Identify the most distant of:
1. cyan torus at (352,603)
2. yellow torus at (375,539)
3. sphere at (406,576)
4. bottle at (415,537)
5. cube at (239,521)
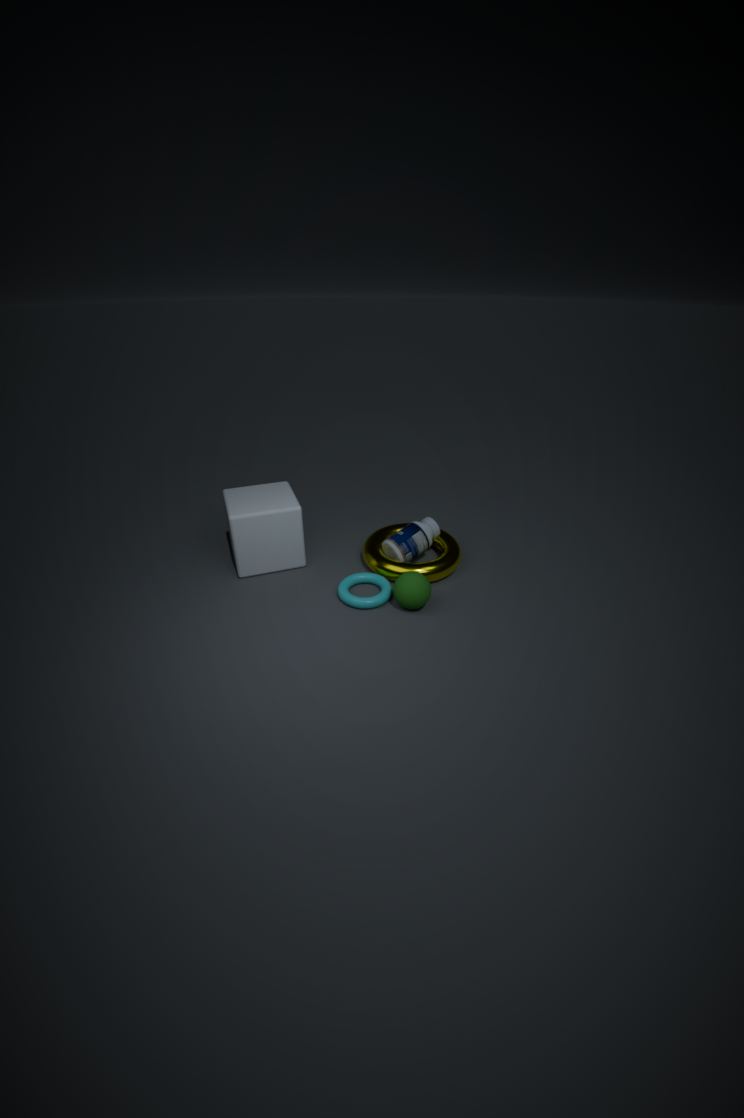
bottle at (415,537)
